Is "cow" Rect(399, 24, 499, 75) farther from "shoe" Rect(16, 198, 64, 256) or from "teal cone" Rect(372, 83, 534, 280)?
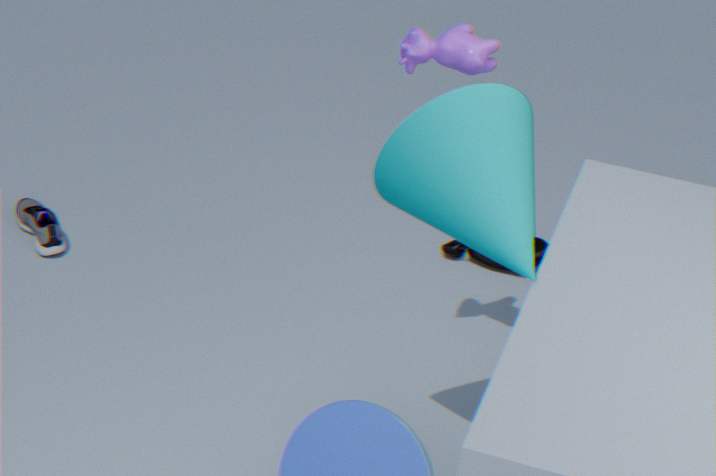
"shoe" Rect(16, 198, 64, 256)
